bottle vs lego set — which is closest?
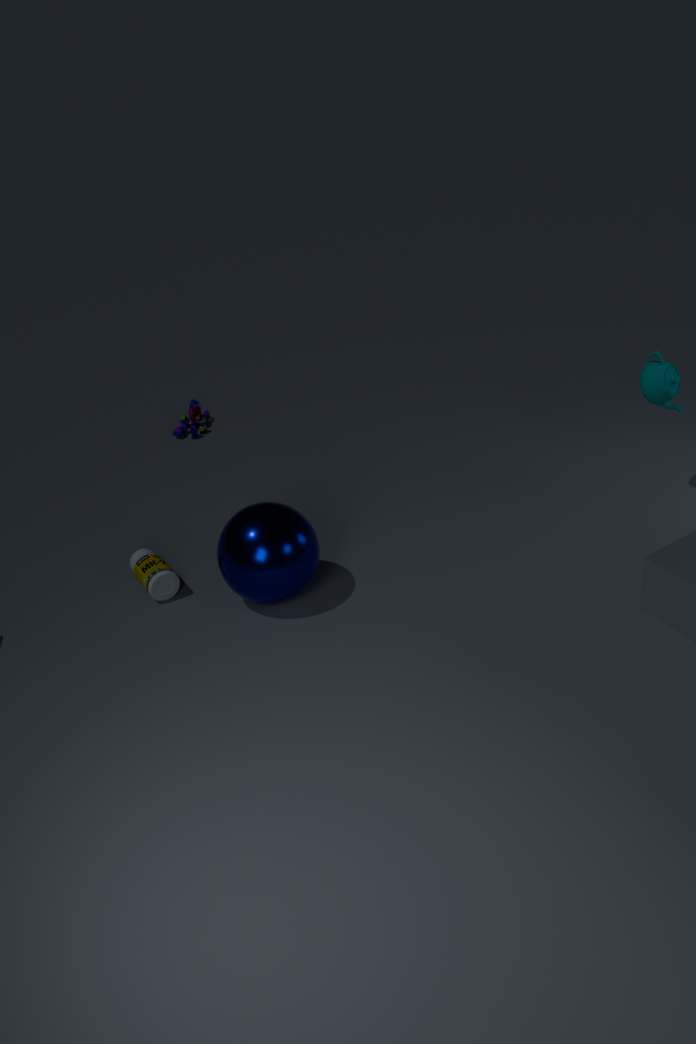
bottle
